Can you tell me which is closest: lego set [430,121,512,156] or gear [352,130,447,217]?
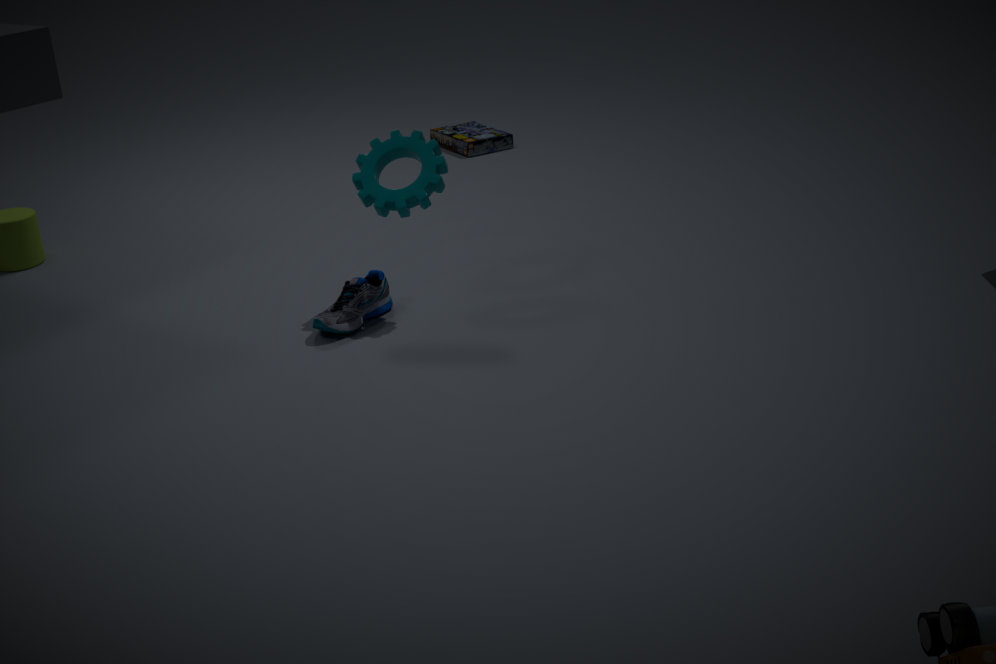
Answer: gear [352,130,447,217]
